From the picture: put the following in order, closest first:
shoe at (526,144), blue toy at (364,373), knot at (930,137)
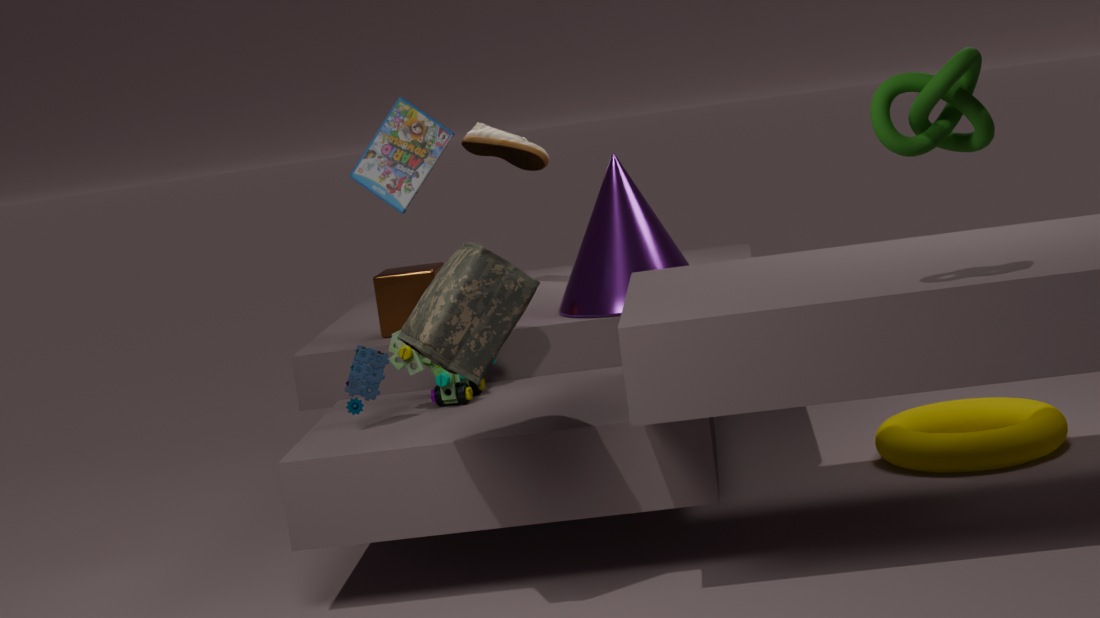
knot at (930,137), blue toy at (364,373), shoe at (526,144)
